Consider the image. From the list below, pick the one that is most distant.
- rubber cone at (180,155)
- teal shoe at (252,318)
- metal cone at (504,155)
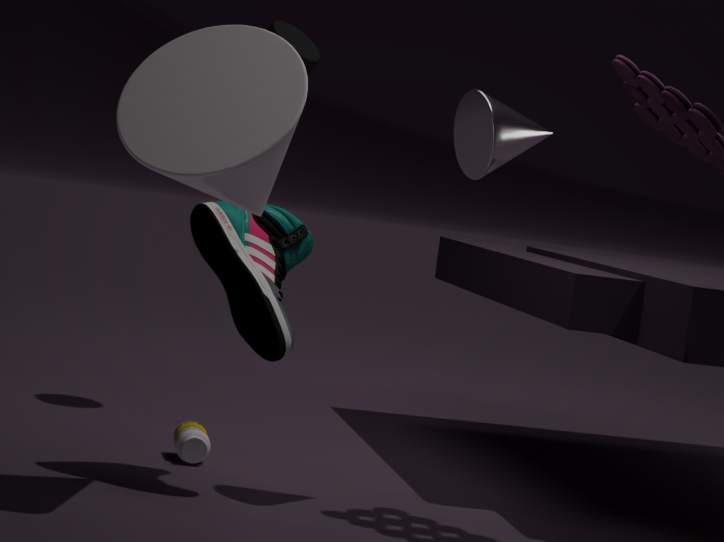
teal shoe at (252,318)
